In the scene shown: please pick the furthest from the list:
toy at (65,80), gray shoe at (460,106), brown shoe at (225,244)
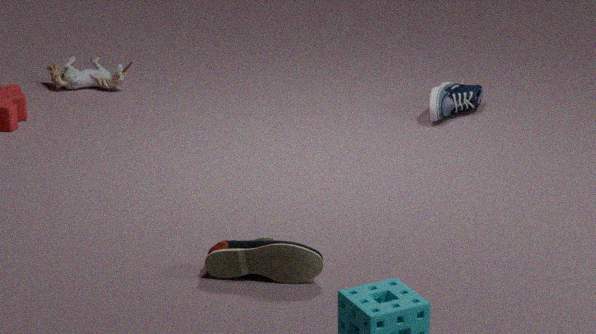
toy at (65,80)
